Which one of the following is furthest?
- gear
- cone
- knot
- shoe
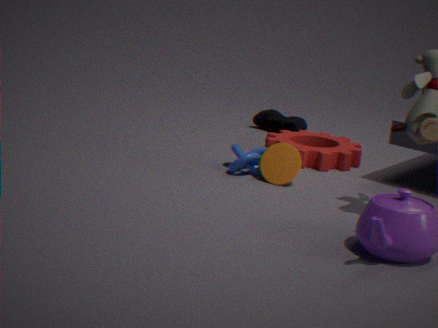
shoe
